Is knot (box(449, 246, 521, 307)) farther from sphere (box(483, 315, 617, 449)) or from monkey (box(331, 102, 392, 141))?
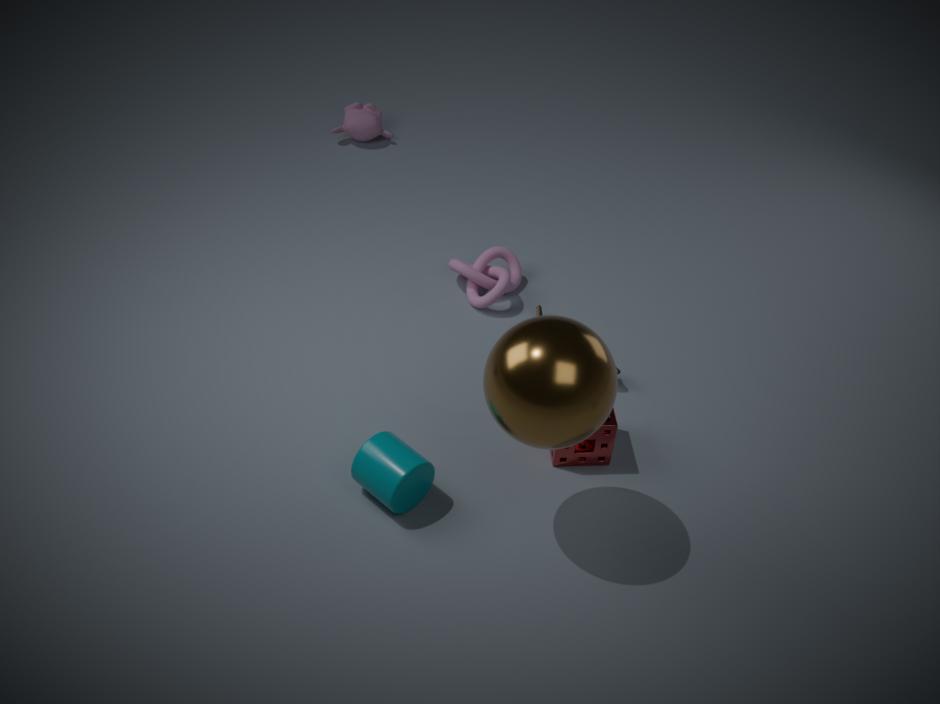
monkey (box(331, 102, 392, 141))
